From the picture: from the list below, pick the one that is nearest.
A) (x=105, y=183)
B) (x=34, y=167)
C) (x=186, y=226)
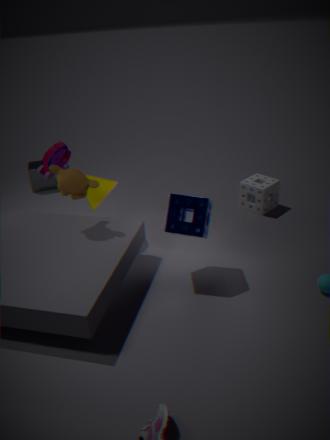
(x=186, y=226)
